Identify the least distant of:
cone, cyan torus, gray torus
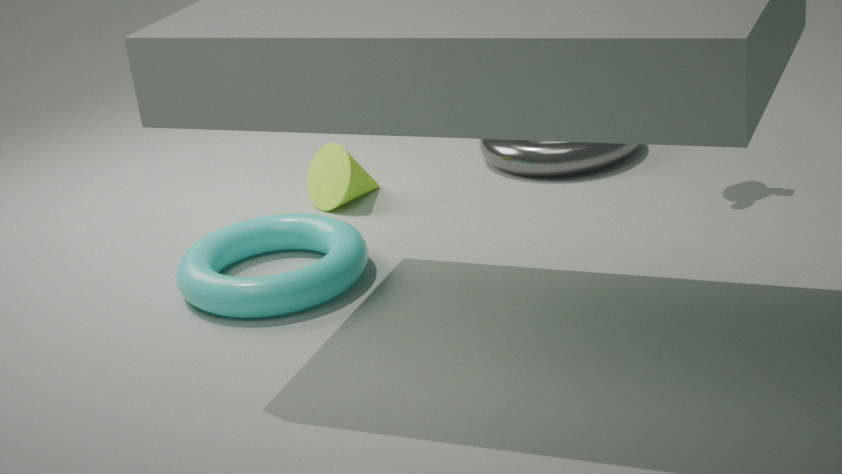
cyan torus
